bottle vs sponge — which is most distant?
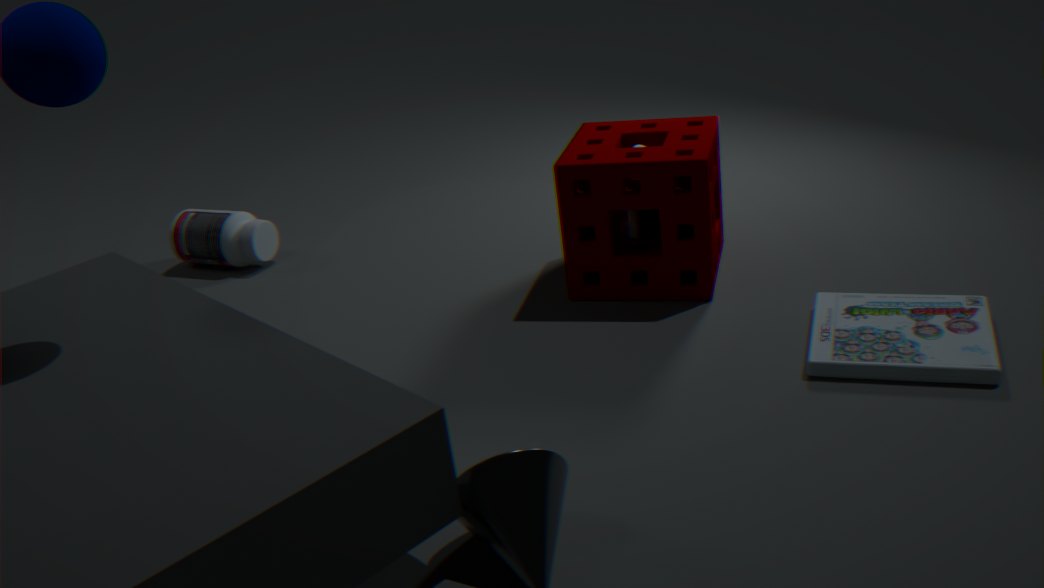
bottle
